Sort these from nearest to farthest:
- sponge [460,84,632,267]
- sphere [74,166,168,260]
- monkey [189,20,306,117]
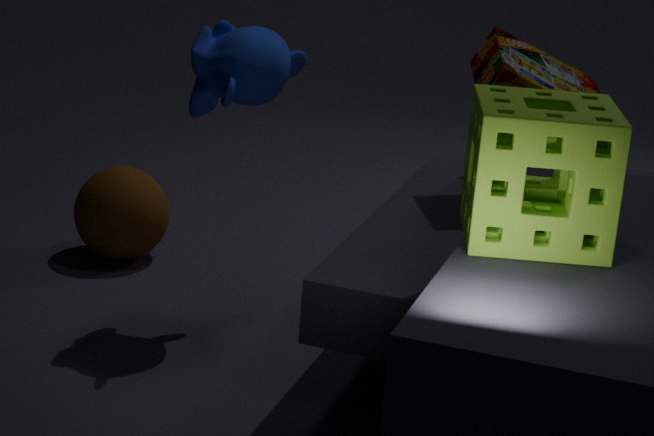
sponge [460,84,632,267] → monkey [189,20,306,117] → sphere [74,166,168,260]
